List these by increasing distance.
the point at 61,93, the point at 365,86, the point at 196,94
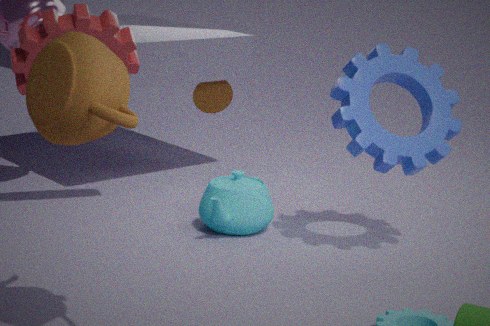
the point at 61,93 → the point at 365,86 → the point at 196,94
